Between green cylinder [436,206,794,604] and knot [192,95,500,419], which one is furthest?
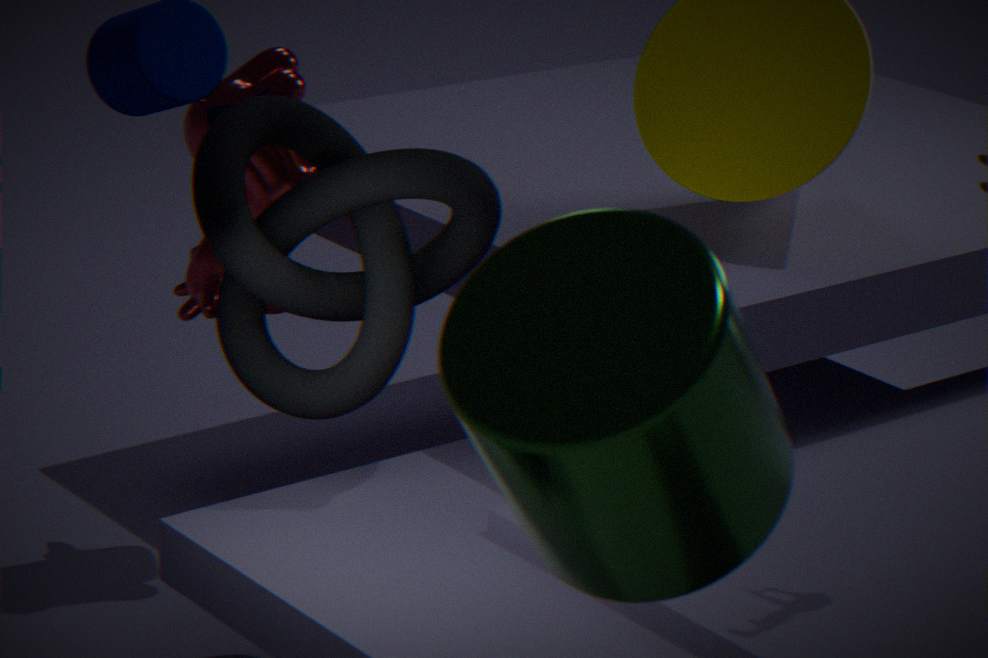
knot [192,95,500,419]
